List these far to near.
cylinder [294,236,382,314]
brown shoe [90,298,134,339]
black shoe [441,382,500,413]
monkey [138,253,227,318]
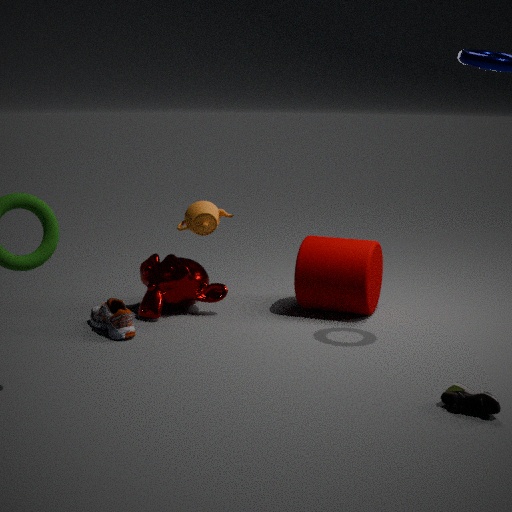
monkey [138,253,227,318], cylinder [294,236,382,314], brown shoe [90,298,134,339], black shoe [441,382,500,413]
